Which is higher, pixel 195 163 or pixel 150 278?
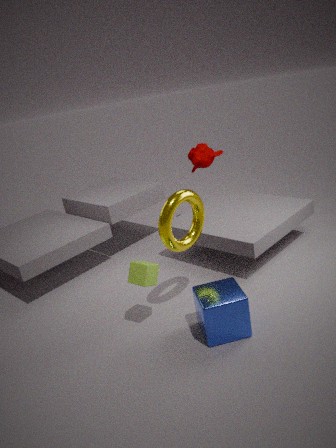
pixel 195 163
